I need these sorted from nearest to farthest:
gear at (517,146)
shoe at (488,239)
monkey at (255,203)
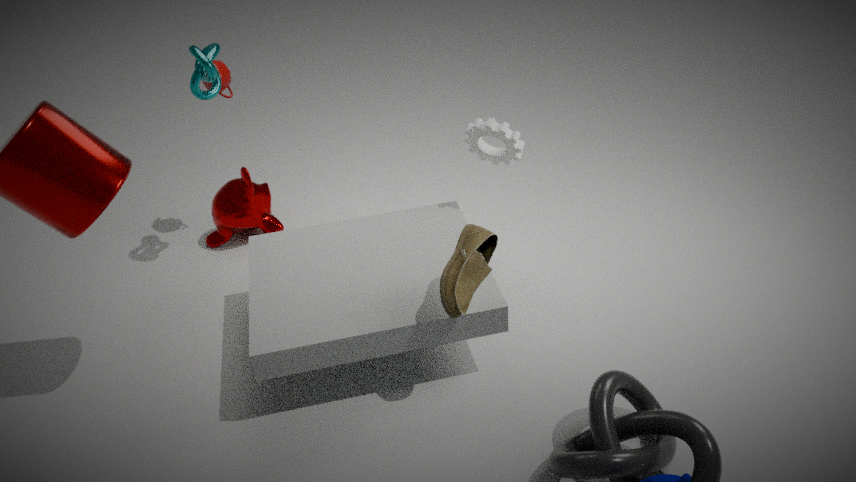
shoe at (488,239)
gear at (517,146)
monkey at (255,203)
